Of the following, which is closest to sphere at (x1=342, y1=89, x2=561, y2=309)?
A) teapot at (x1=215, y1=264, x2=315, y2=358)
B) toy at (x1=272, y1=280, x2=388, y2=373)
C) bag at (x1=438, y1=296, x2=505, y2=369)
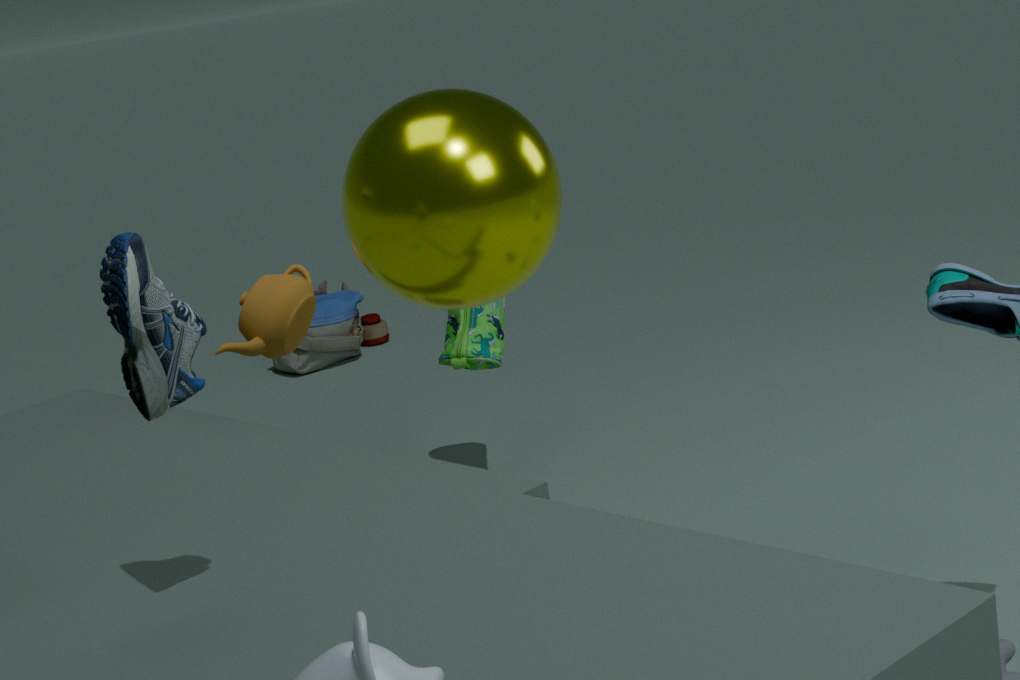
teapot at (x1=215, y1=264, x2=315, y2=358)
